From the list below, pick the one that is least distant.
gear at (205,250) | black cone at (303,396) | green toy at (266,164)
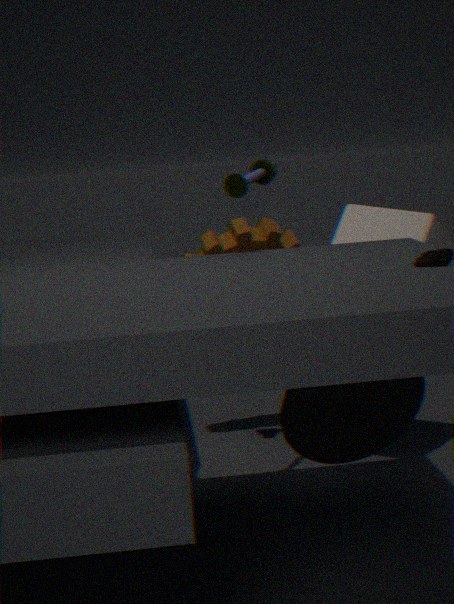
black cone at (303,396)
